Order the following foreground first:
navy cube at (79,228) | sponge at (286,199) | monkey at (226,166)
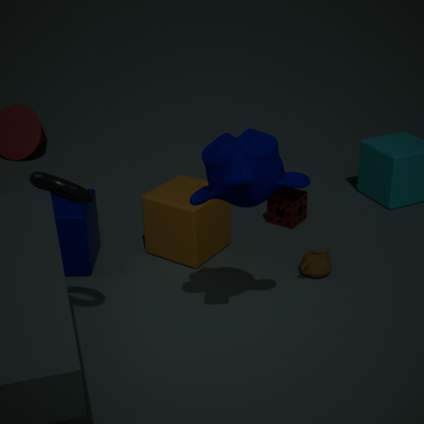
1. monkey at (226,166)
2. navy cube at (79,228)
3. sponge at (286,199)
